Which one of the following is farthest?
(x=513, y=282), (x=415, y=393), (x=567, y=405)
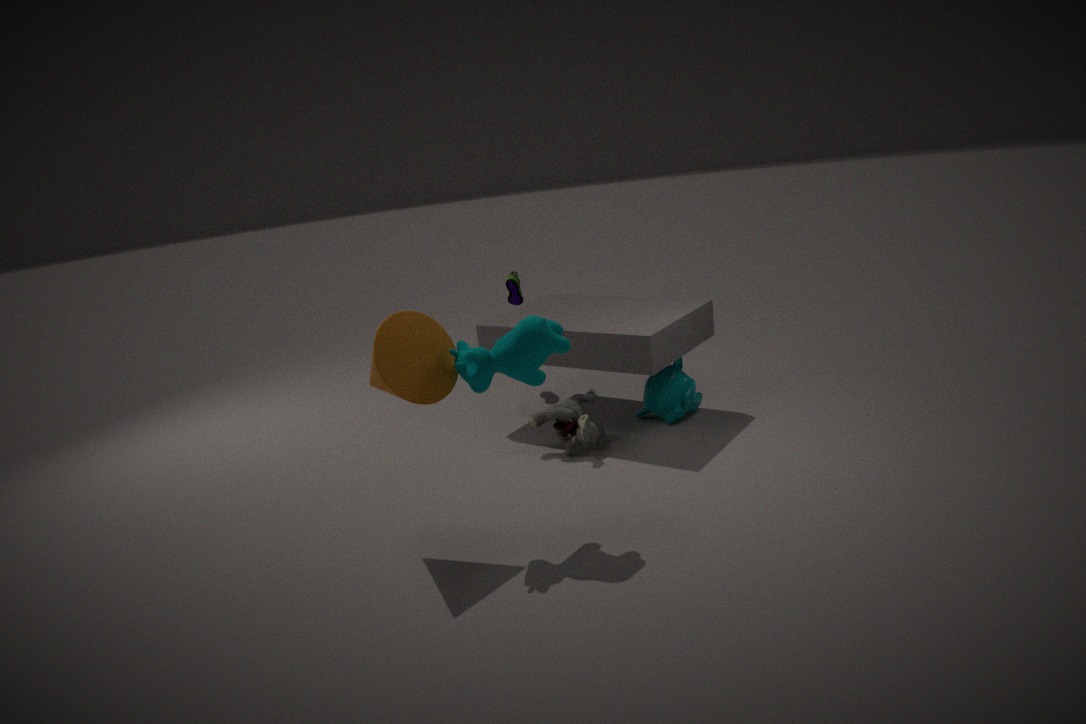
(x=513, y=282)
